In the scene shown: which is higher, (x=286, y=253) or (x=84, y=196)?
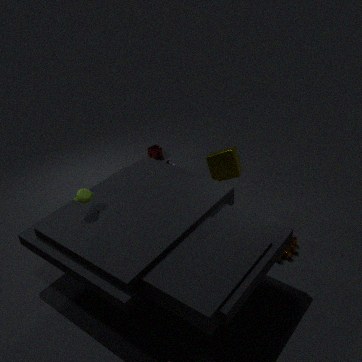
(x=84, y=196)
